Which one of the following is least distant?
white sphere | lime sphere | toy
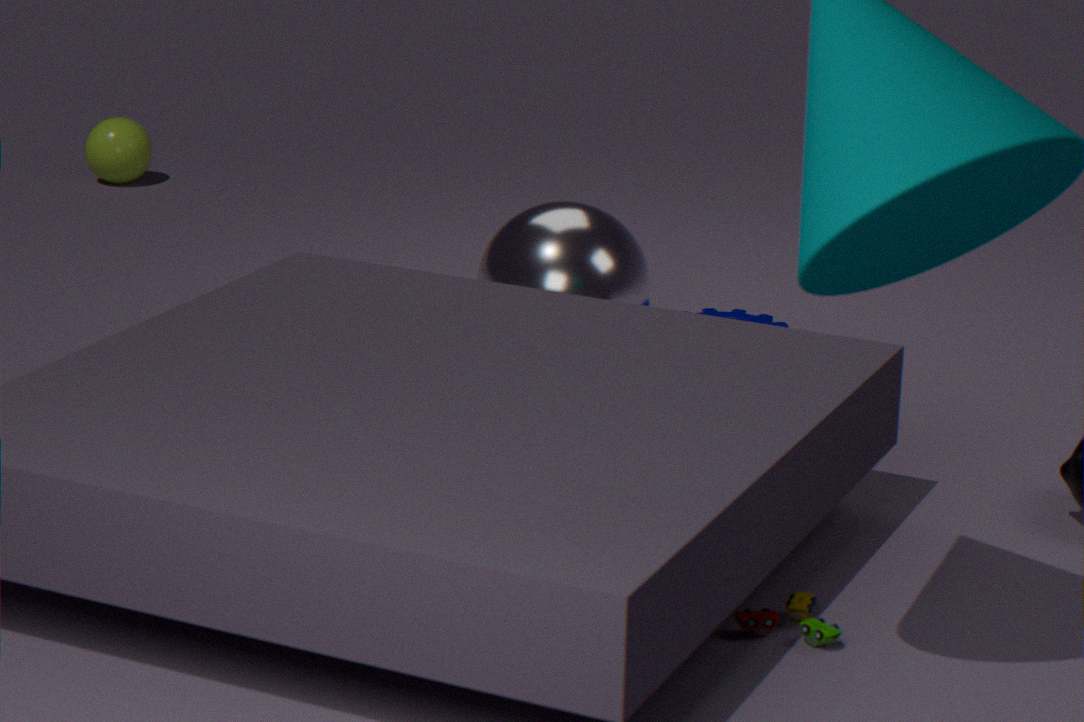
toy
